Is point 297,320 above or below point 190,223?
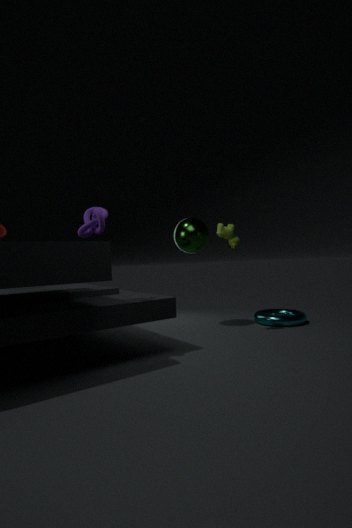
below
